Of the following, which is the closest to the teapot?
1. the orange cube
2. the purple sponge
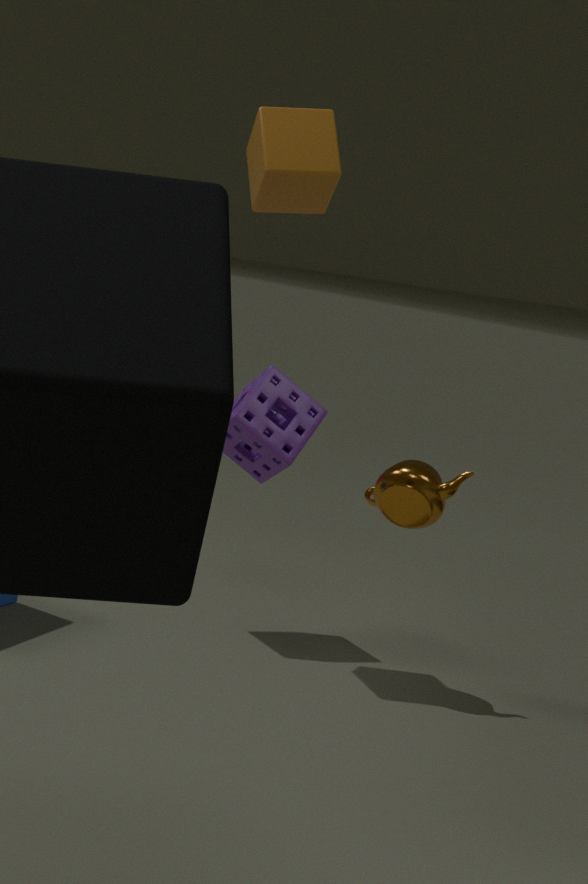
the purple sponge
